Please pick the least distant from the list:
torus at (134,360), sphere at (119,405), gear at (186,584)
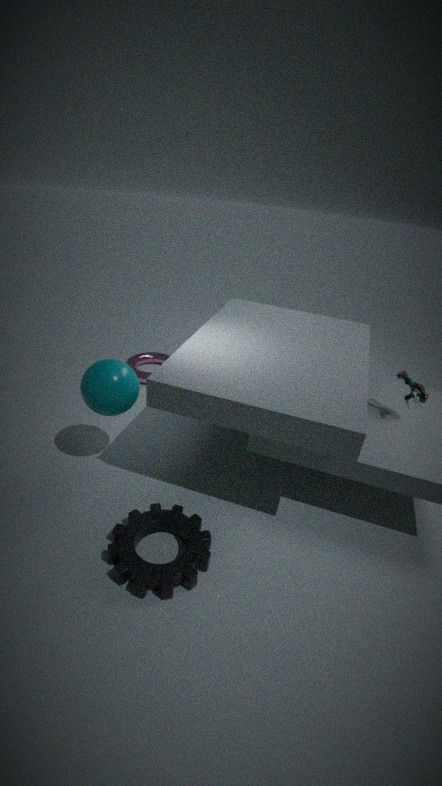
gear at (186,584)
